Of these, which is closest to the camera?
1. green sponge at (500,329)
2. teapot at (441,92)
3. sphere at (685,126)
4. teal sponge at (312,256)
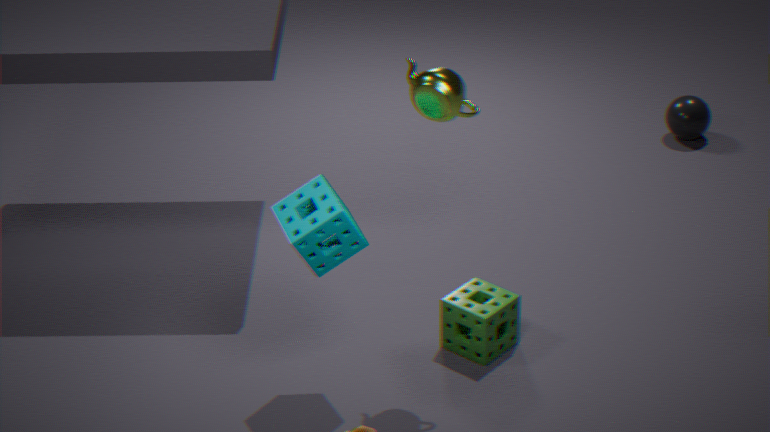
teapot at (441,92)
